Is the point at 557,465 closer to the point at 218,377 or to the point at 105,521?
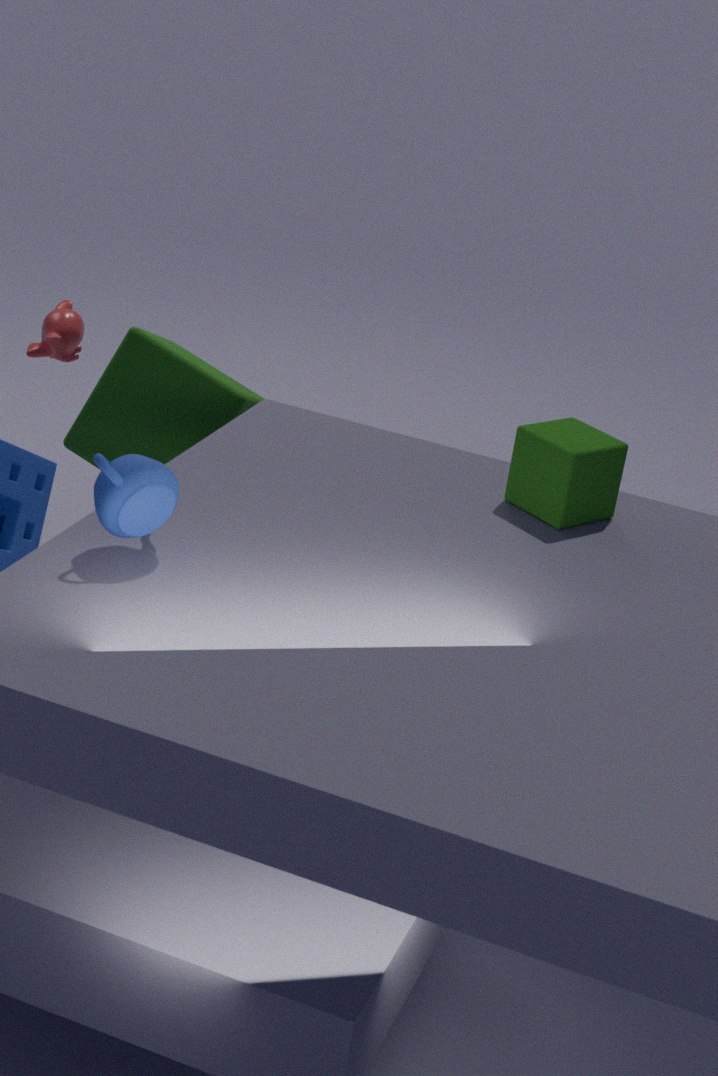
the point at 105,521
